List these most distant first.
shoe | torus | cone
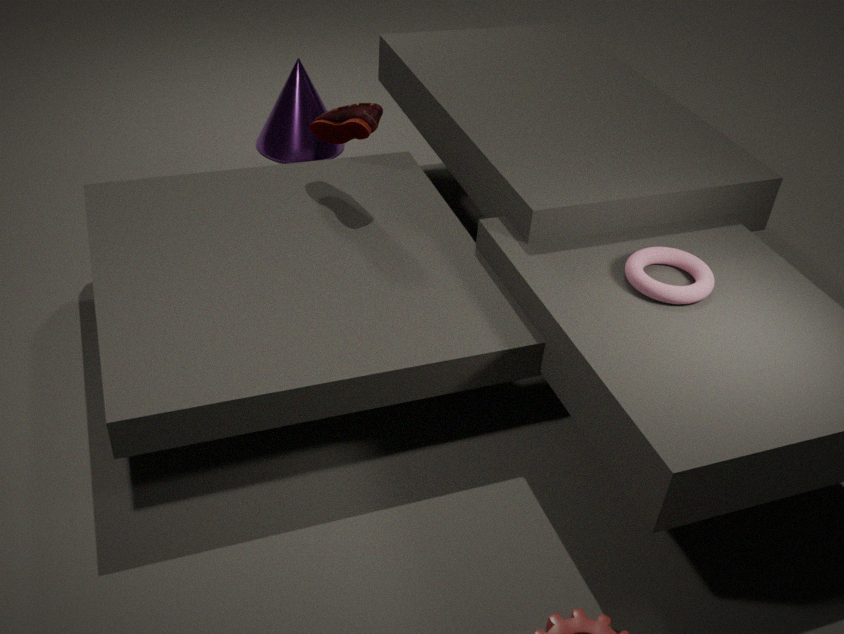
cone, shoe, torus
